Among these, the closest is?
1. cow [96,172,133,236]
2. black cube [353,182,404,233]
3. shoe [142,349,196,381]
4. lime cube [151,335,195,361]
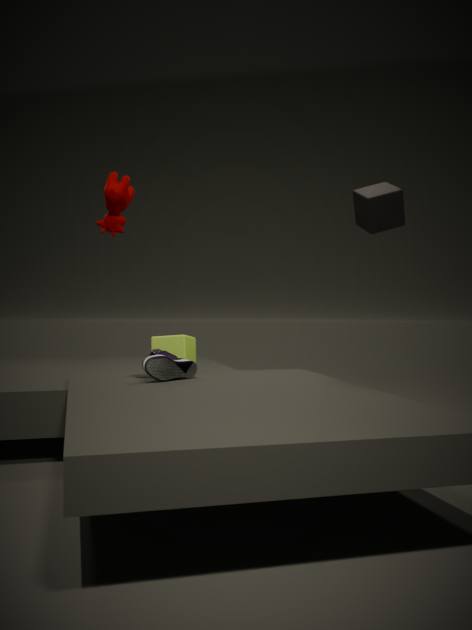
cow [96,172,133,236]
